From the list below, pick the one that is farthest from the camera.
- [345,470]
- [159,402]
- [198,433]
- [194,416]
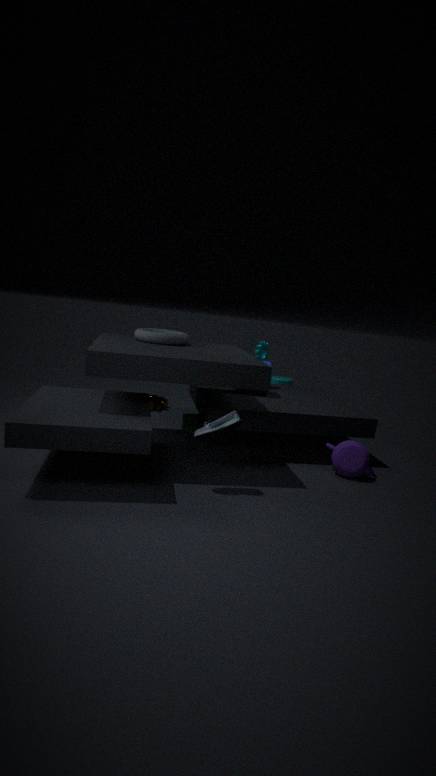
[159,402]
